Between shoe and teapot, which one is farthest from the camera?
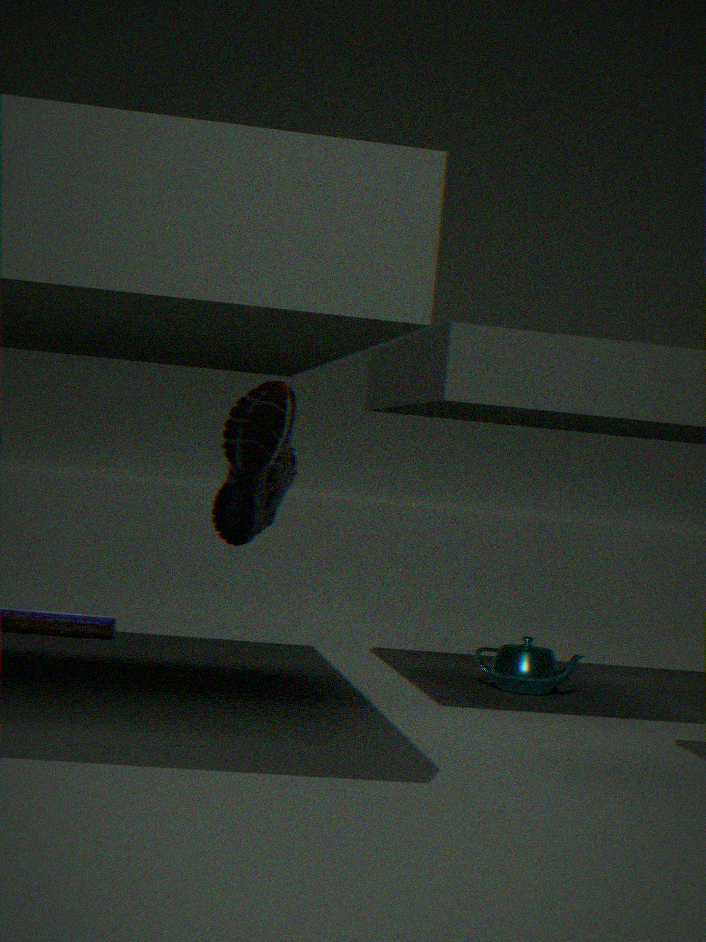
teapot
